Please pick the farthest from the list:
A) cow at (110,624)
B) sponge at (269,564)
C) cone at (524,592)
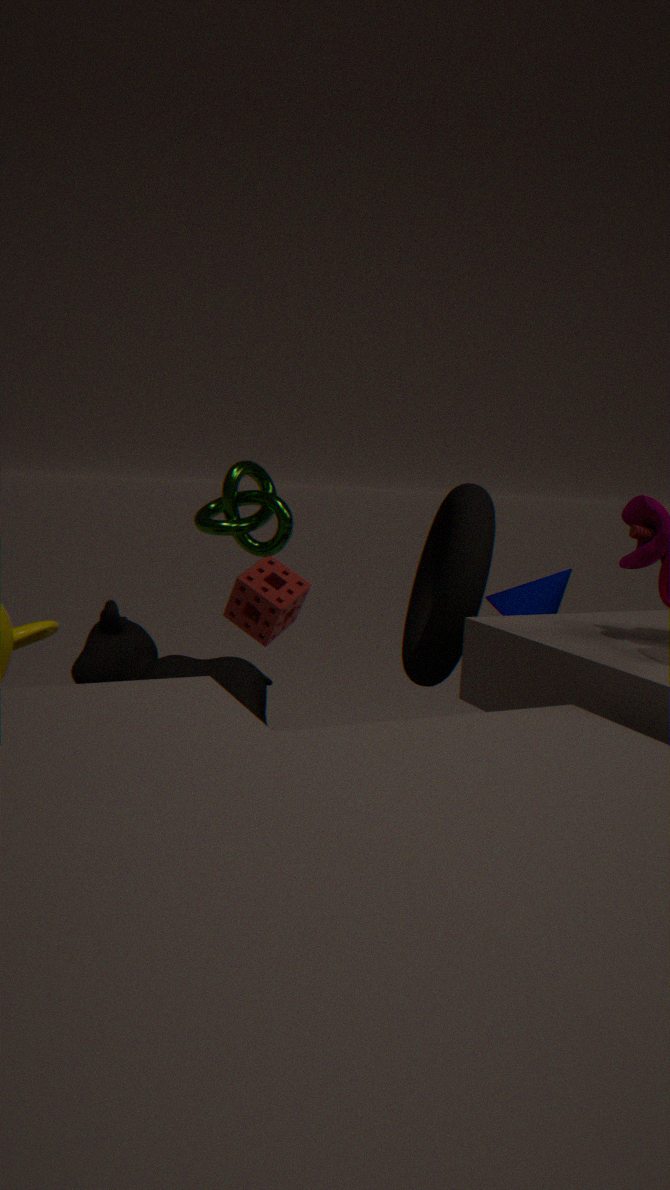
sponge at (269,564)
